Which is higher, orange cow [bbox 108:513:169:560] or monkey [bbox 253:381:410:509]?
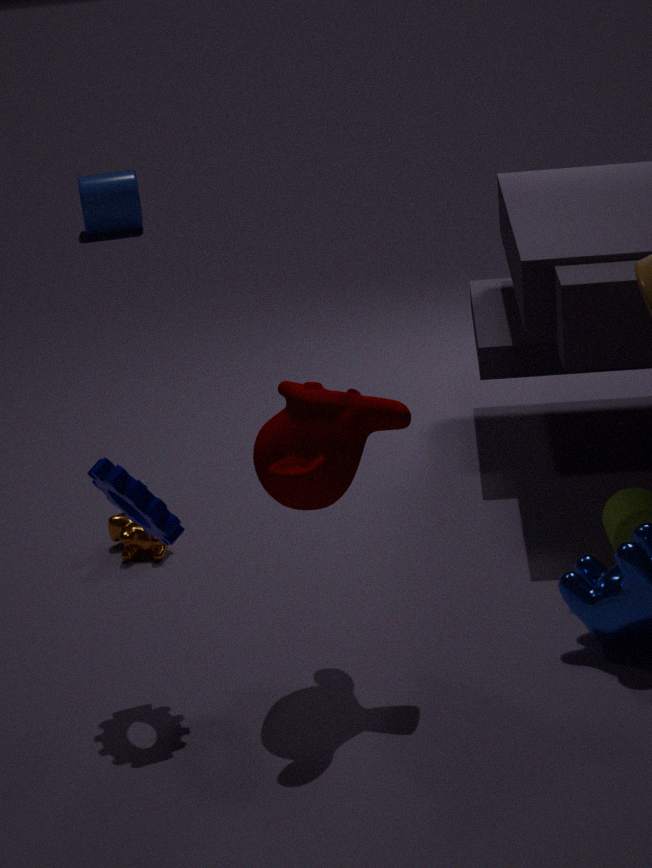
monkey [bbox 253:381:410:509]
